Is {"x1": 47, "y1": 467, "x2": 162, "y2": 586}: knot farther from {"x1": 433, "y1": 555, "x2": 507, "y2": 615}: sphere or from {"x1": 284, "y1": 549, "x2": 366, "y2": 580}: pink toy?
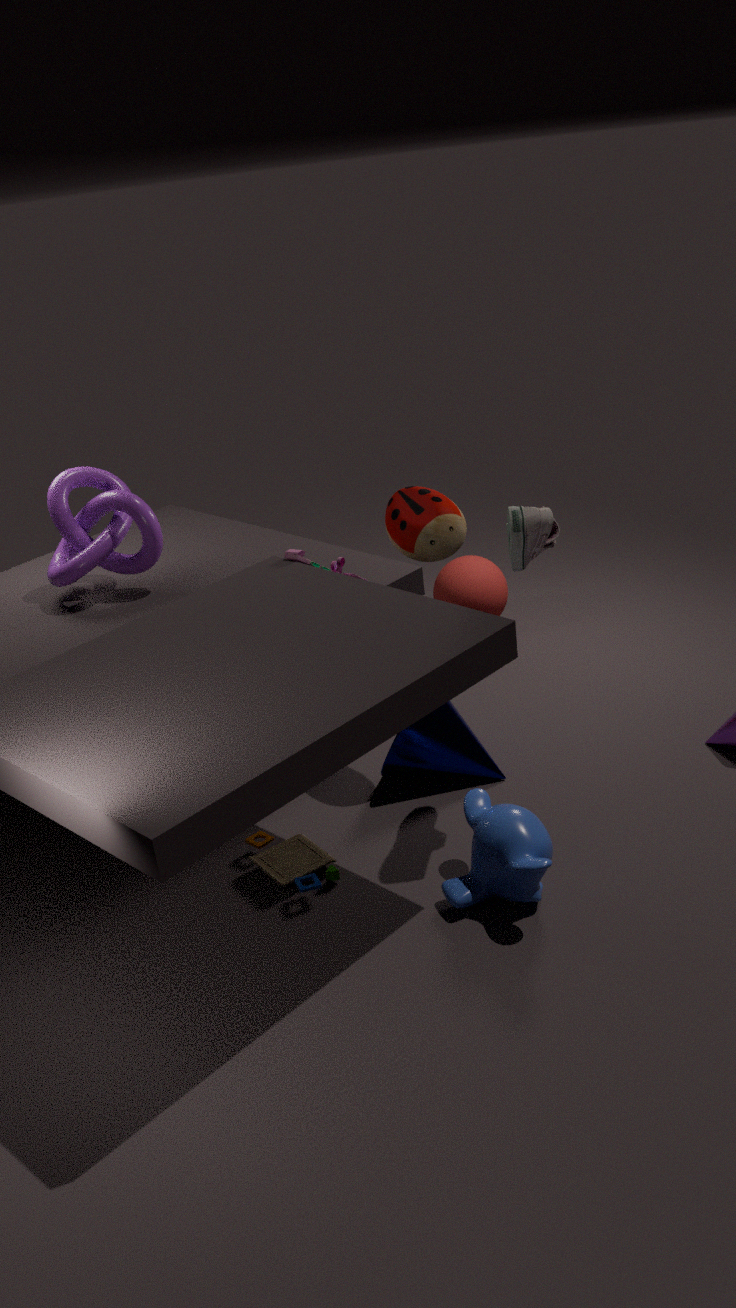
{"x1": 433, "y1": 555, "x2": 507, "y2": 615}: sphere
